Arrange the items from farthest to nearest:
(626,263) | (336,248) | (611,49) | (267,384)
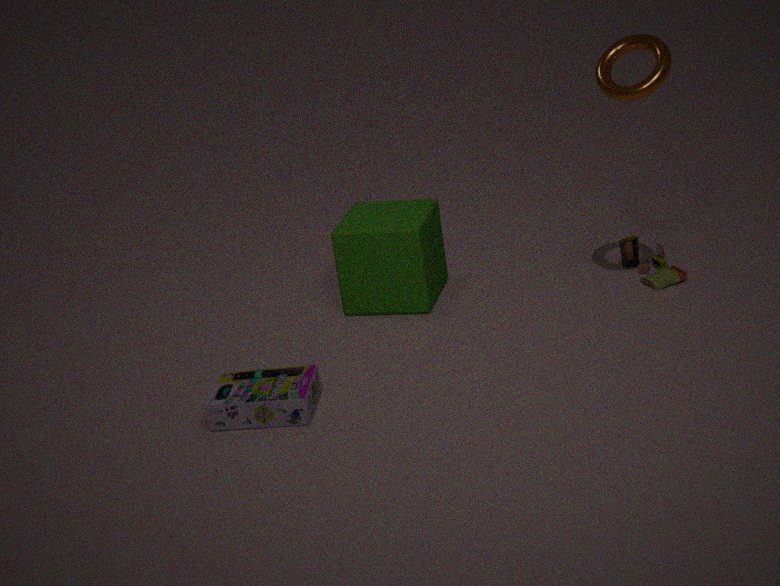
(626,263) → (336,248) → (611,49) → (267,384)
